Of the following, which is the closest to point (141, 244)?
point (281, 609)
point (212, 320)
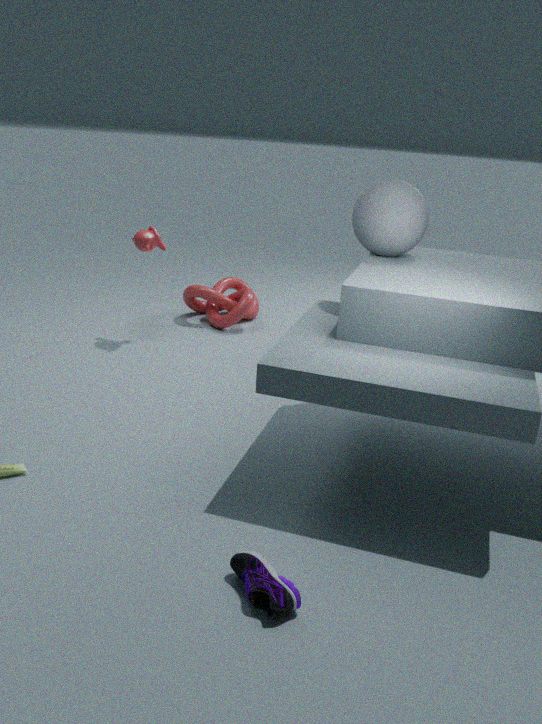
point (212, 320)
